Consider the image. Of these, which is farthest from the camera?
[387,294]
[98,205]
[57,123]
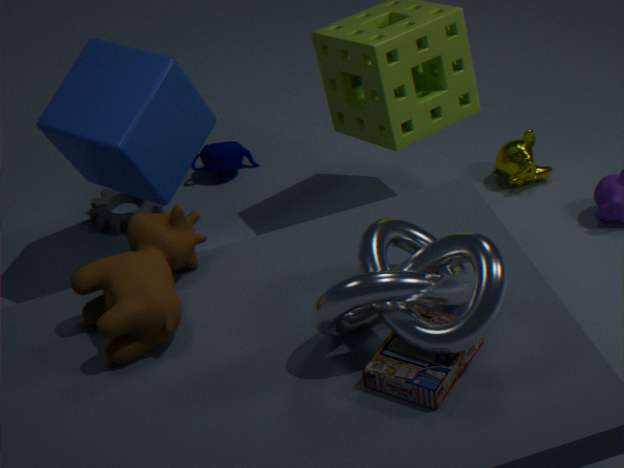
[98,205]
